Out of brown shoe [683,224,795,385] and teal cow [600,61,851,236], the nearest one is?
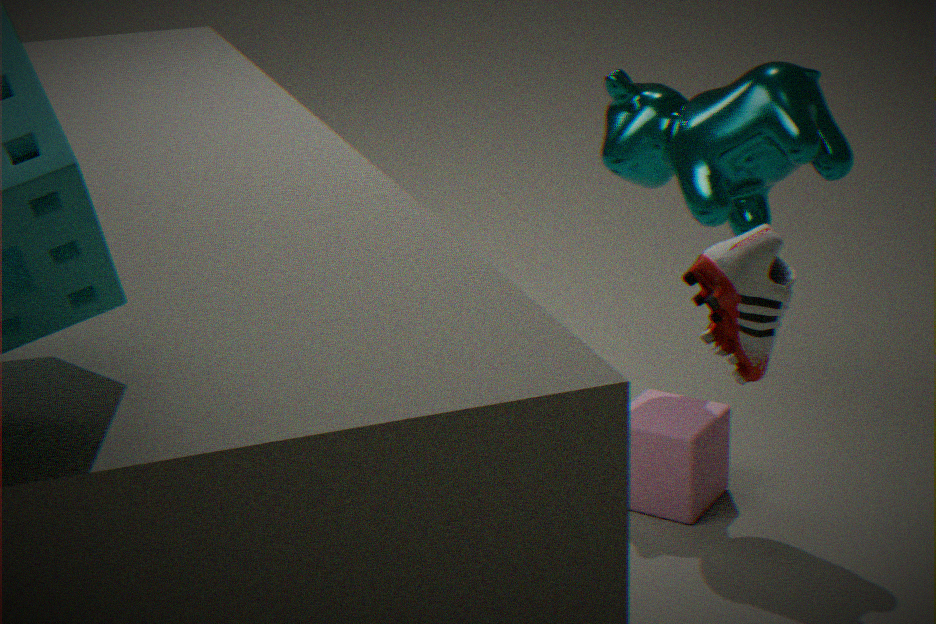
brown shoe [683,224,795,385]
